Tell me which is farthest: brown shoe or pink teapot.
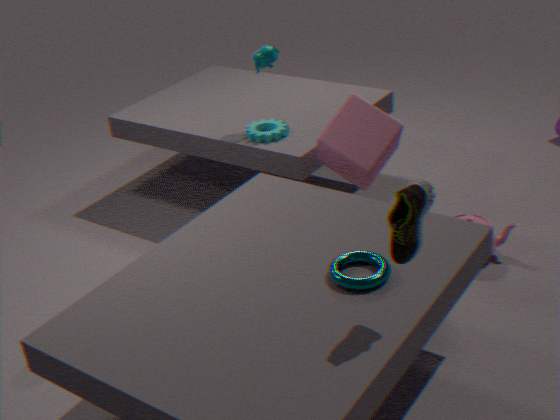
pink teapot
